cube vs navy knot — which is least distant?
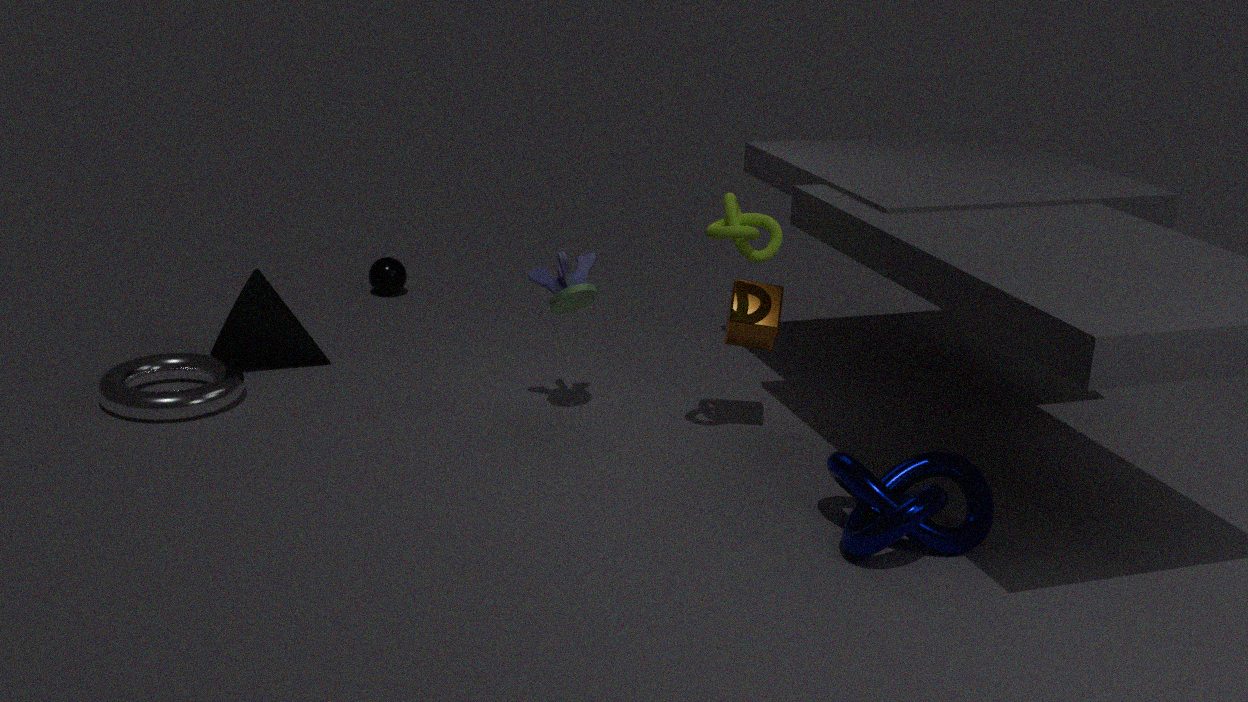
navy knot
